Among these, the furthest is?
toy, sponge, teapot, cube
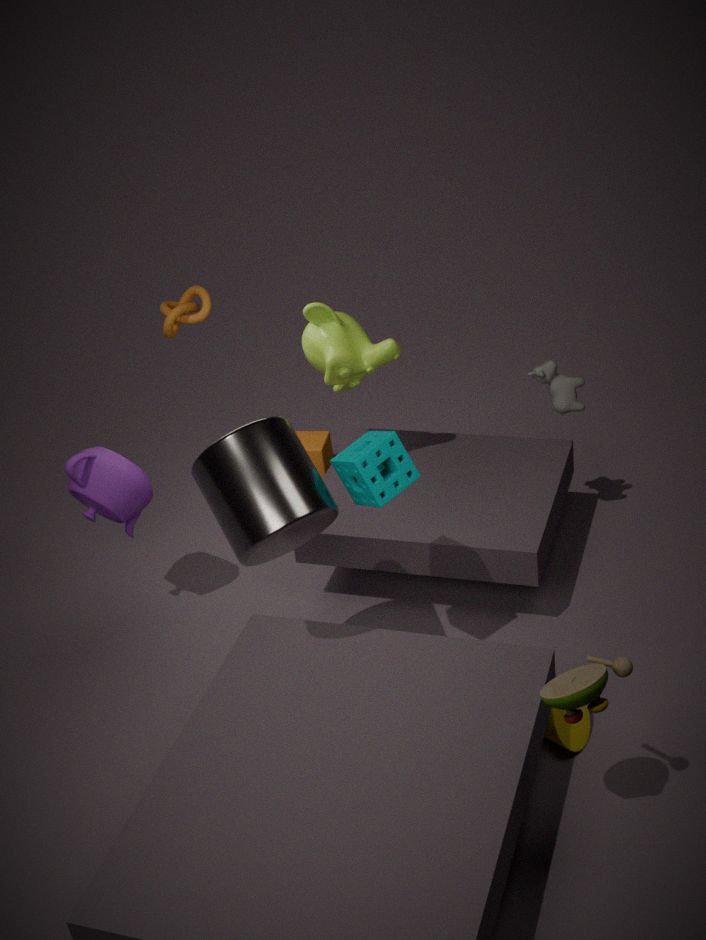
cube
